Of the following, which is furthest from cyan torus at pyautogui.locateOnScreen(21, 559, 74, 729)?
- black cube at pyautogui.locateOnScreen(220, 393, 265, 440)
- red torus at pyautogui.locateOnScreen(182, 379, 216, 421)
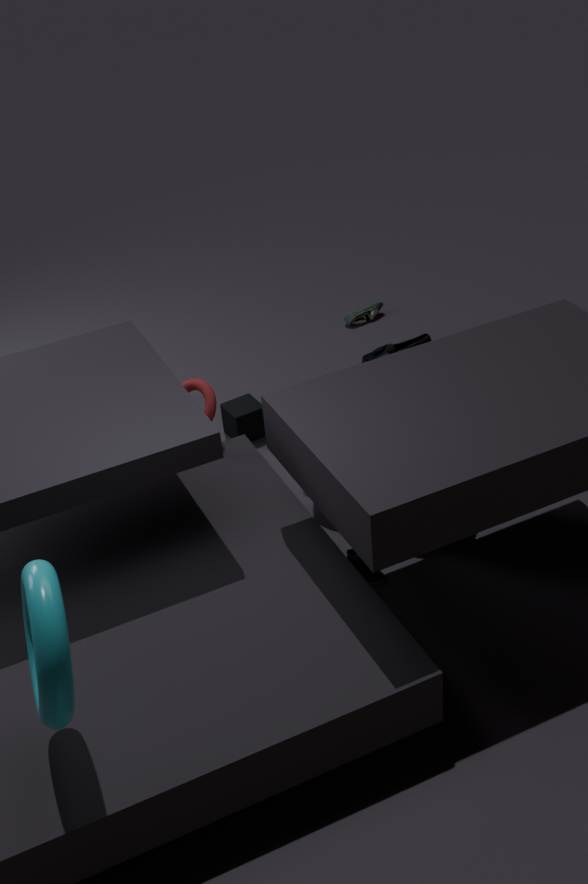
black cube at pyautogui.locateOnScreen(220, 393, 265, 440)
